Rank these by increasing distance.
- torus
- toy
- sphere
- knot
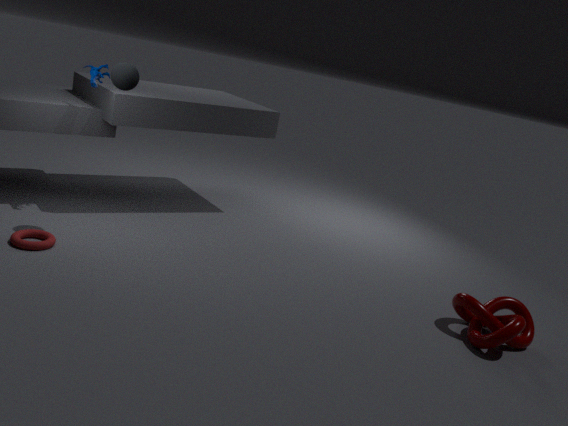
knot → torus → sphere → toy
